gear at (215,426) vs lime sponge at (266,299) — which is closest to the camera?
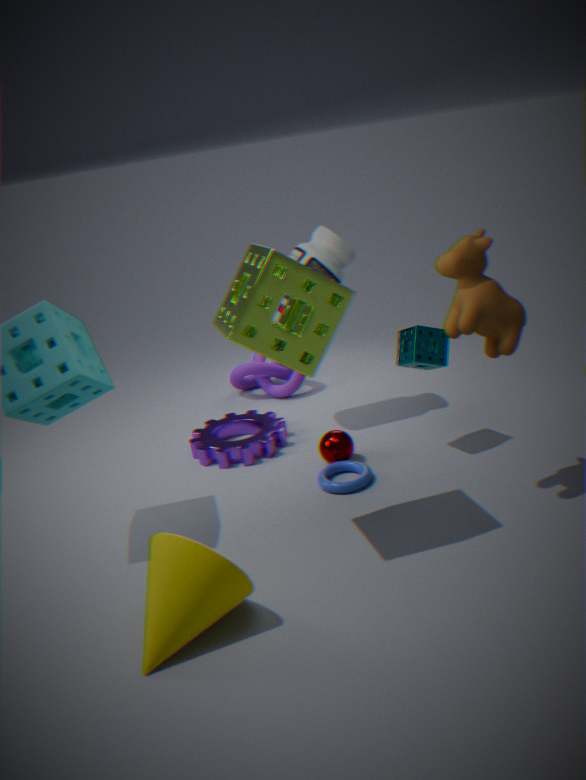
lime sponge at (266,299)
